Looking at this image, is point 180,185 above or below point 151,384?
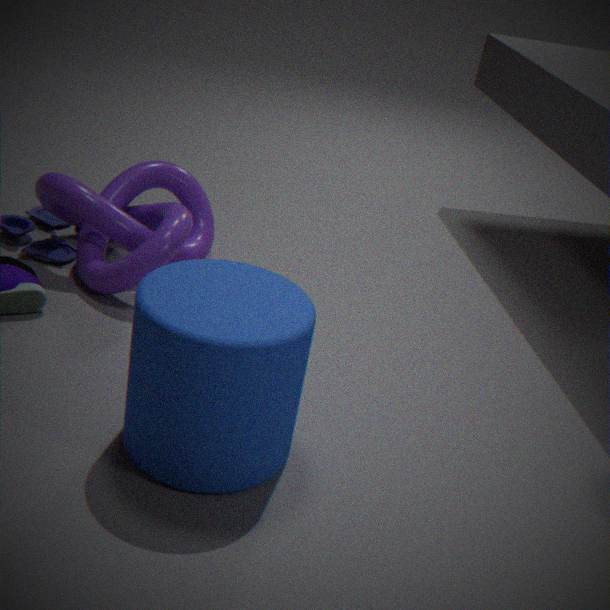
below
